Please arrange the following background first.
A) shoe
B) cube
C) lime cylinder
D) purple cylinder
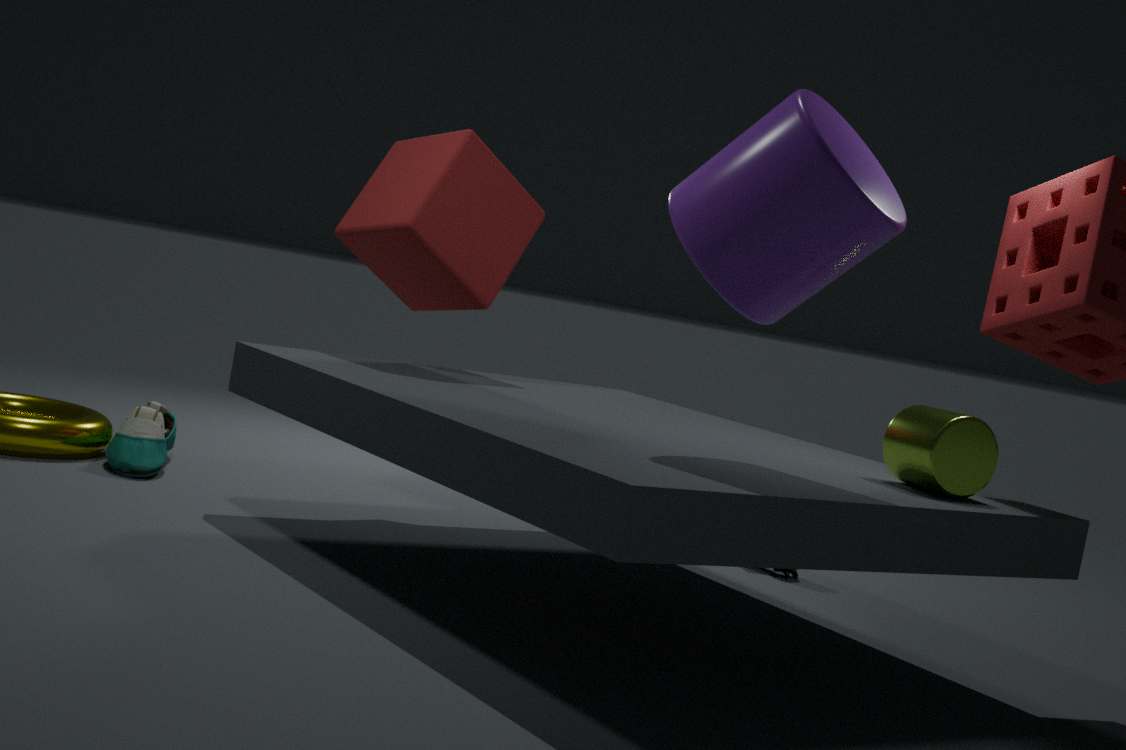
A. shoe, B. cube, C. lime cylinder, D. purple cylinder
